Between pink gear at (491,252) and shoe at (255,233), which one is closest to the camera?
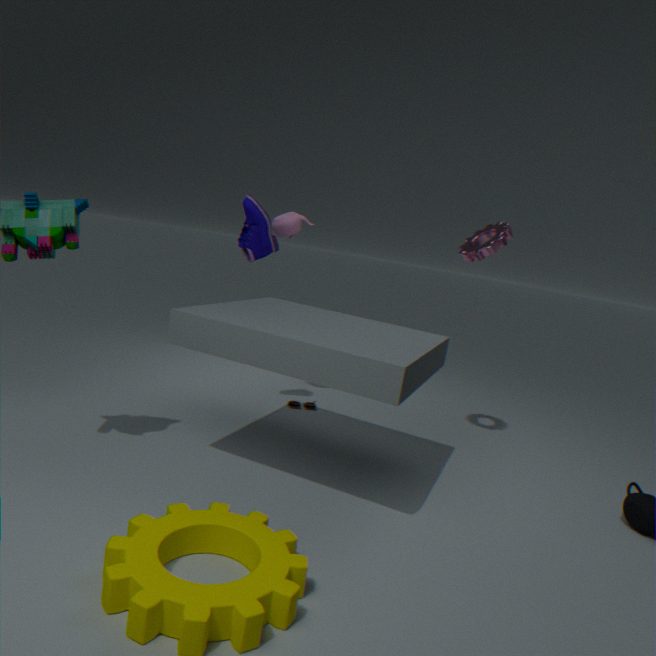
pink gear at (491,252)
